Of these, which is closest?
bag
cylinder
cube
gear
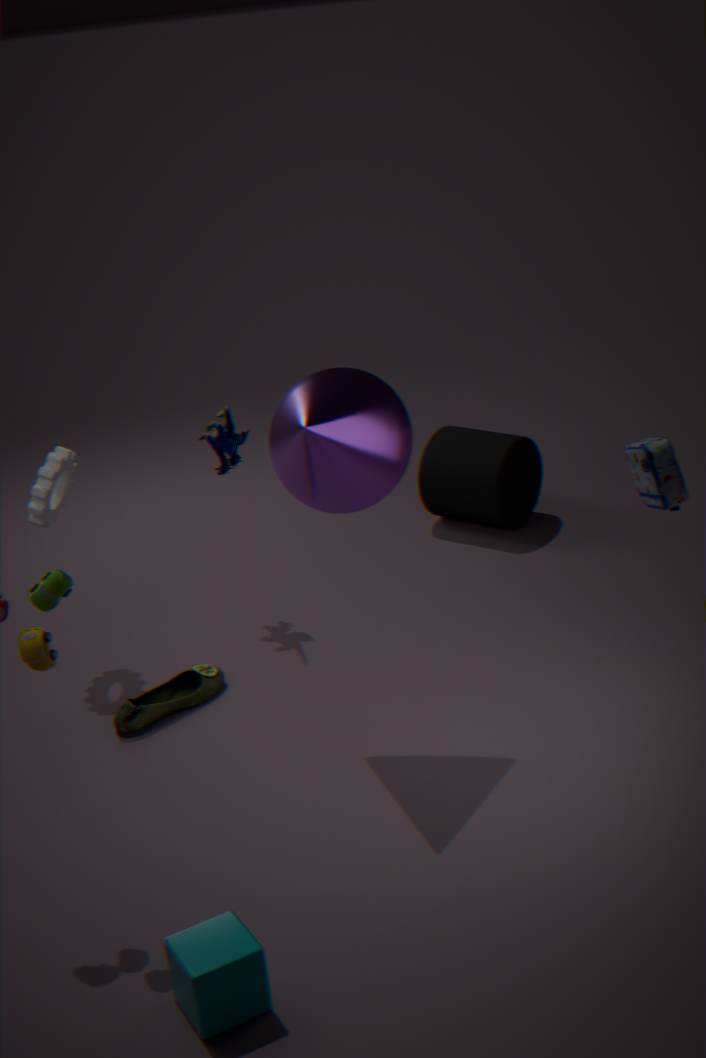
cube
